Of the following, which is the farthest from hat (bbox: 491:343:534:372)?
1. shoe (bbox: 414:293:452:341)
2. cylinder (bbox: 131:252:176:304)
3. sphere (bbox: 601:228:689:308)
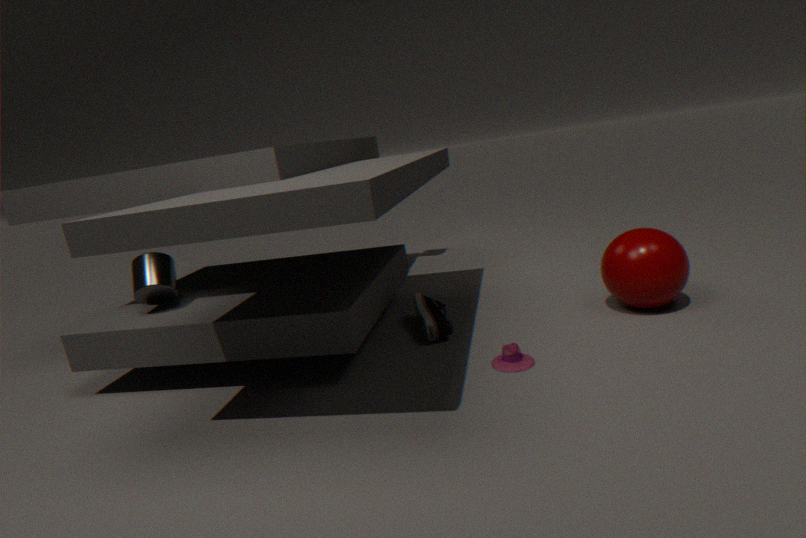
cylinder (bbox: 131:252:176:304)
